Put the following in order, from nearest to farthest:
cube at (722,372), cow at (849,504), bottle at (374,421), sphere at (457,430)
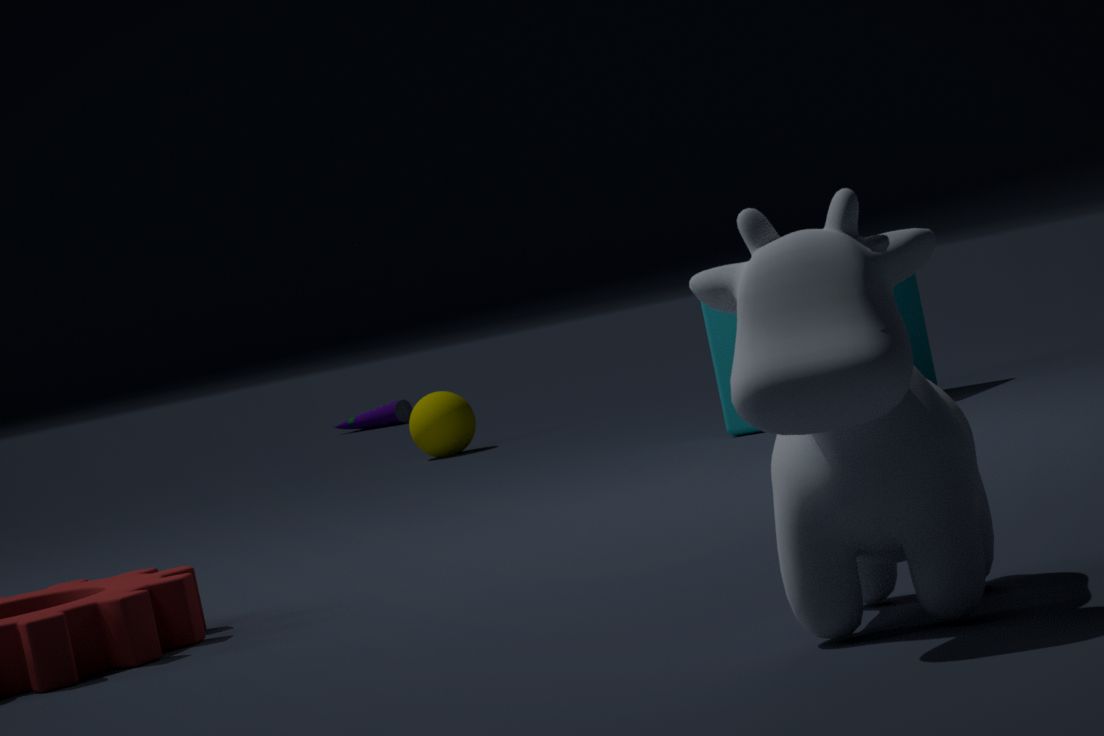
cow at (849,504), cube at (722,372), sphere at (457,430), bottle at (374,421)
